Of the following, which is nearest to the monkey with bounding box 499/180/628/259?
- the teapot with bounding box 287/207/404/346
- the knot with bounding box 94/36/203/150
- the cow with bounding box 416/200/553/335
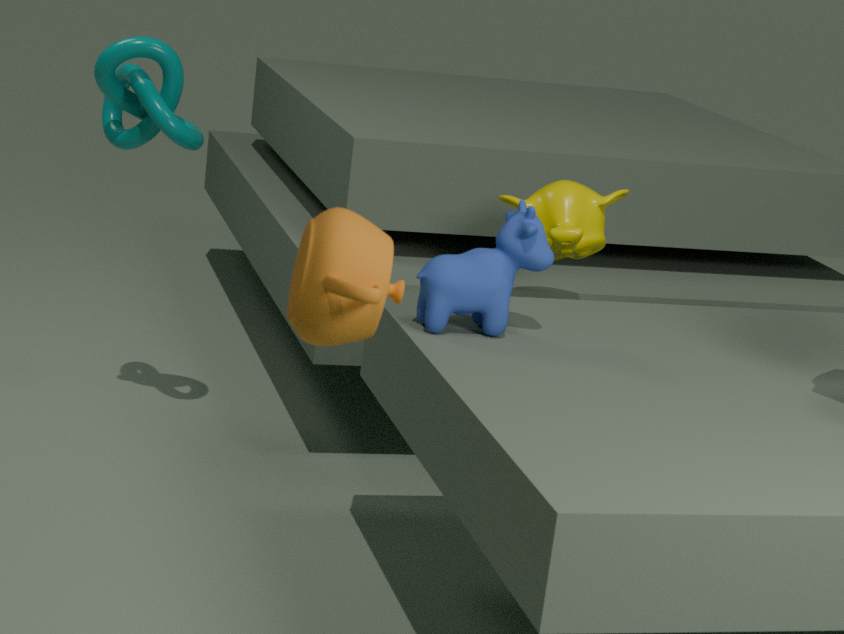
the cow with bounding box 416/200/553/335
